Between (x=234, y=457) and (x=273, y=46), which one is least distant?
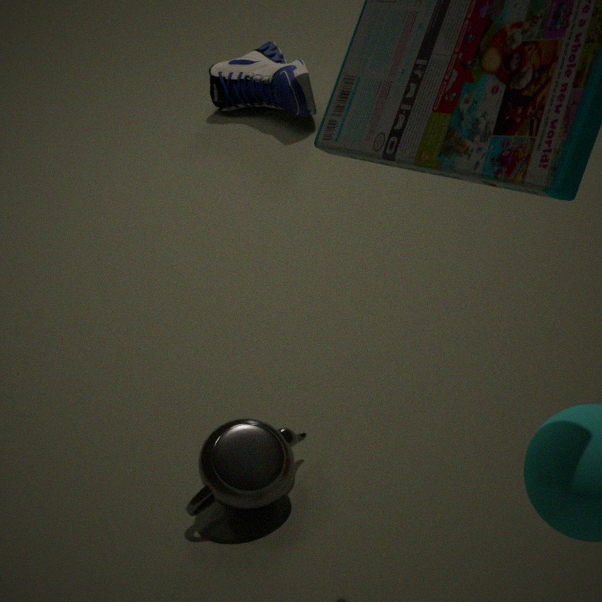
(x=234, y=457)
